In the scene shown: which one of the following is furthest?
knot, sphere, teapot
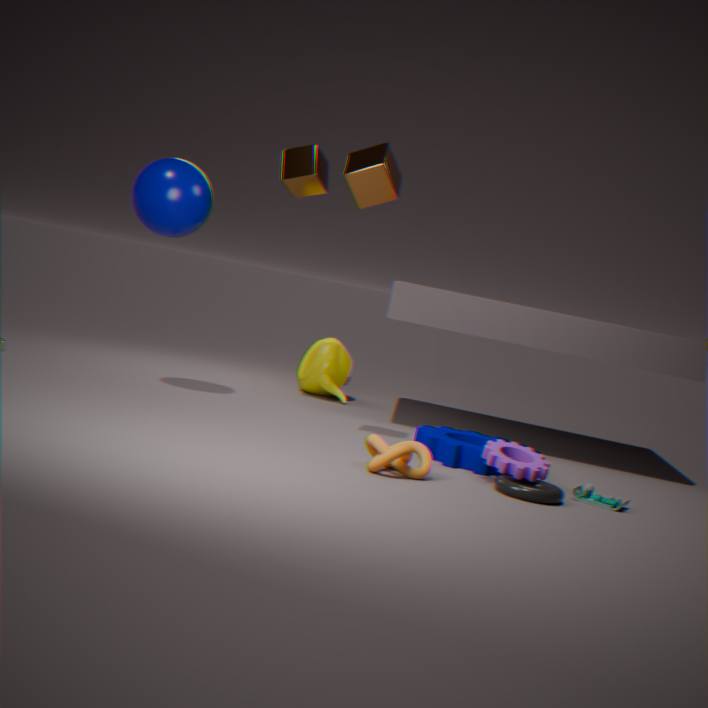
teapot
